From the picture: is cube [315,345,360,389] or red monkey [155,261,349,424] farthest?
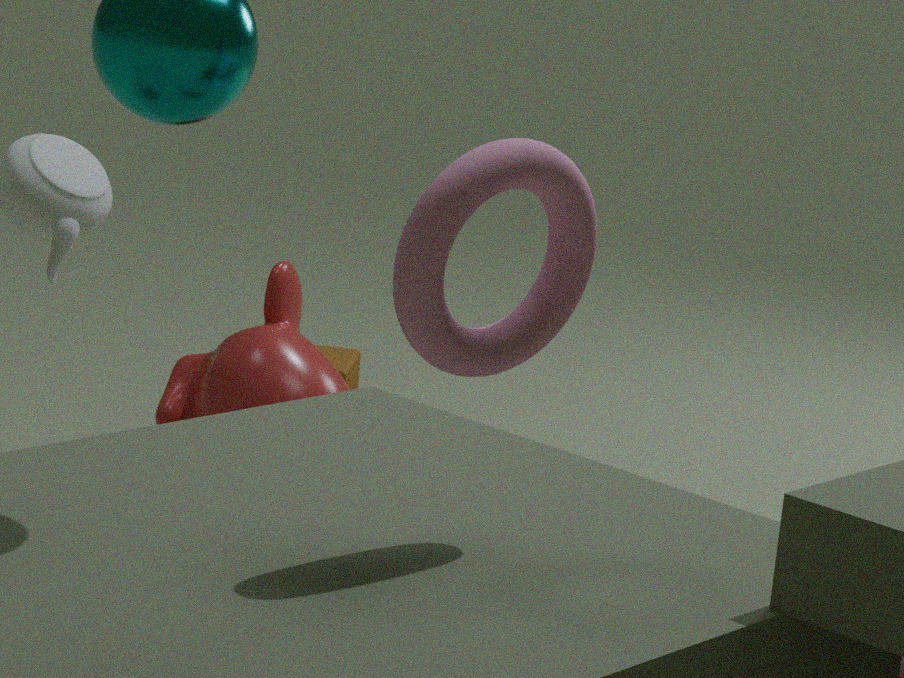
cube [315,345,360,389]
